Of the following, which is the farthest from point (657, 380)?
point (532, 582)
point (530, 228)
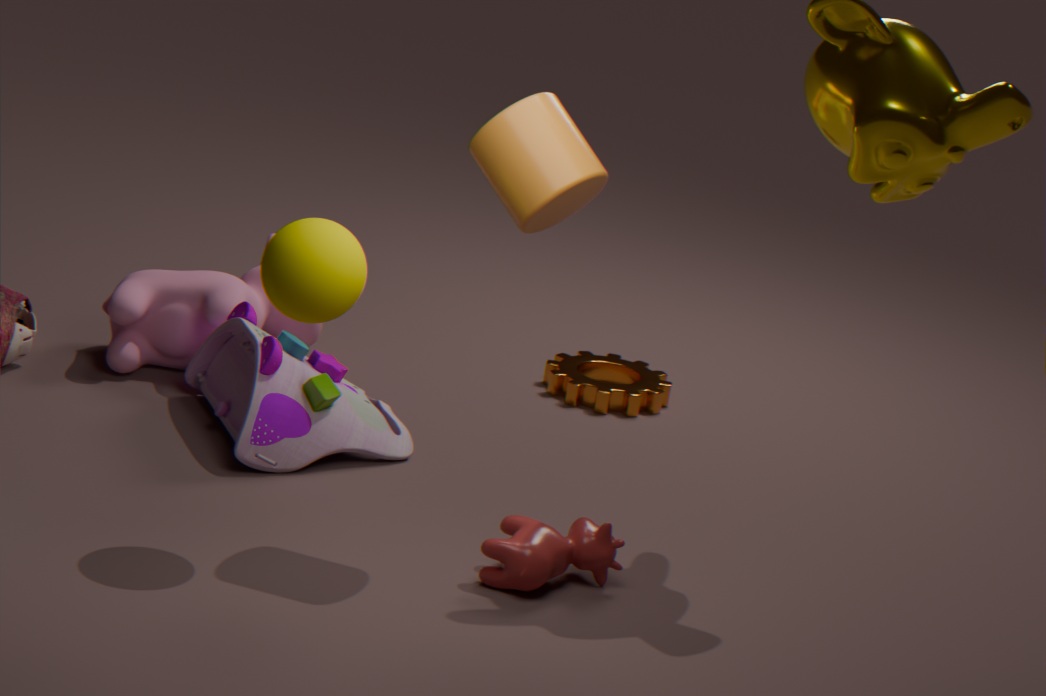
point (530, 228)
